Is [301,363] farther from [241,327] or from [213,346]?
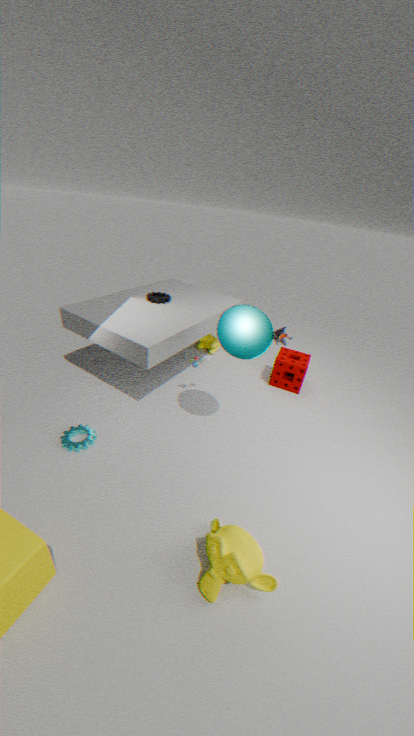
[241,327]
